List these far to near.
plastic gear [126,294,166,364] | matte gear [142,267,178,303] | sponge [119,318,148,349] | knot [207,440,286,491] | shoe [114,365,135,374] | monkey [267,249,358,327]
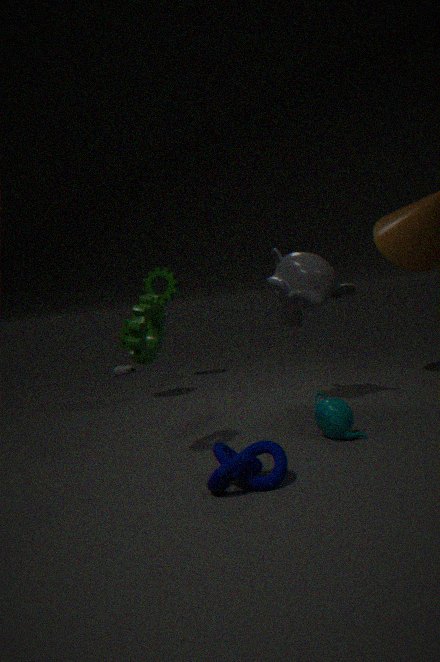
shoe [114,365,135,374] → matte gear [142,267,178,303] → sponge [119,318,148,349] → monkey [267,249,358,327] → plastic gear [126,294,166,364] → knot [207,440,286,491]
